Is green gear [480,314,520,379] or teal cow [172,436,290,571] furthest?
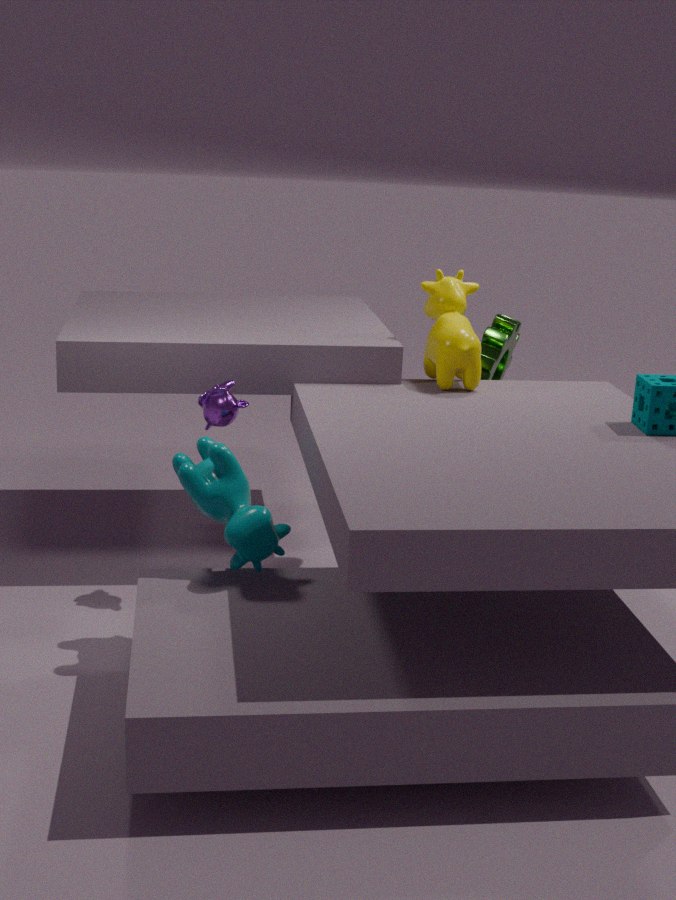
green gear [480,314,520,379]
